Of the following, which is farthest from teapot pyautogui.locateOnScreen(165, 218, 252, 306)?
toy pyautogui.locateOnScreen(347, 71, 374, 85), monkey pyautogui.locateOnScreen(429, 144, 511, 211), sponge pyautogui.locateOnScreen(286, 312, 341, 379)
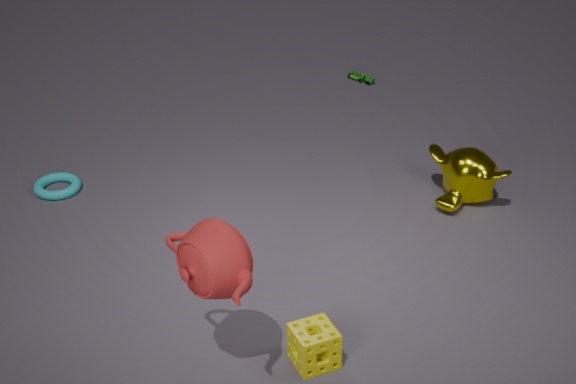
toy pyautogui.locateOnScreen(347, 71, 374, 85)
